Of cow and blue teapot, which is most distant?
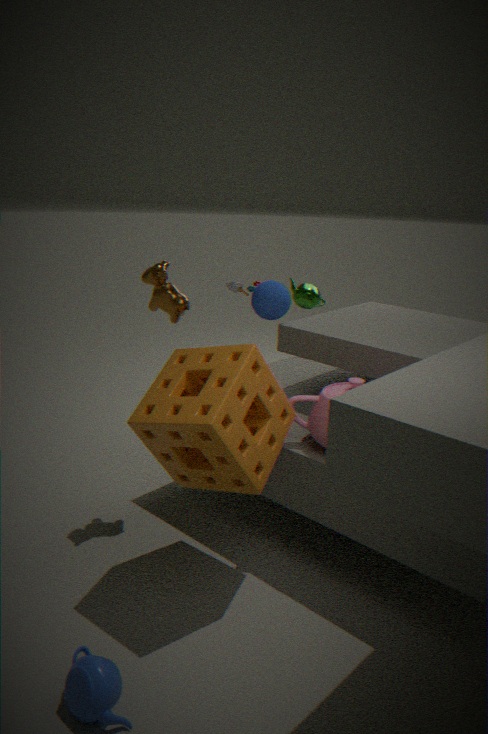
cow
